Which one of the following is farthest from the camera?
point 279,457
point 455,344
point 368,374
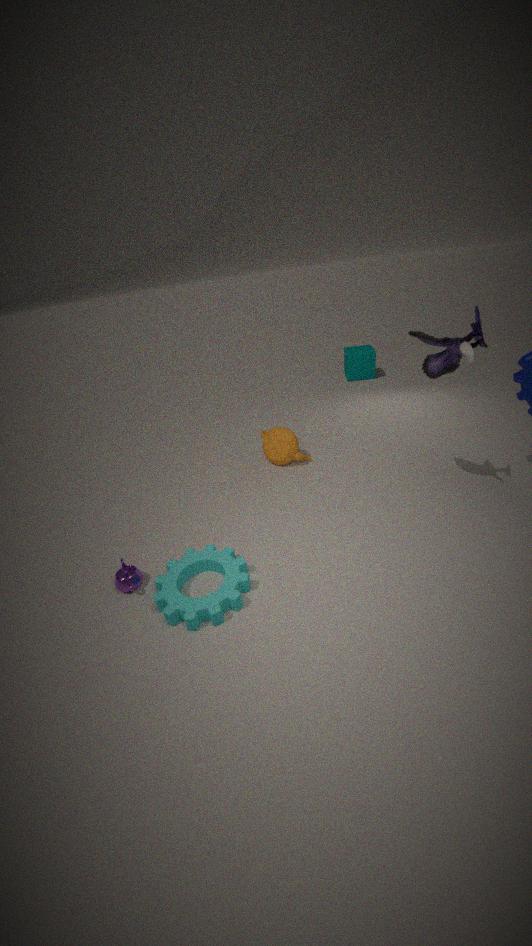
point 368,374
